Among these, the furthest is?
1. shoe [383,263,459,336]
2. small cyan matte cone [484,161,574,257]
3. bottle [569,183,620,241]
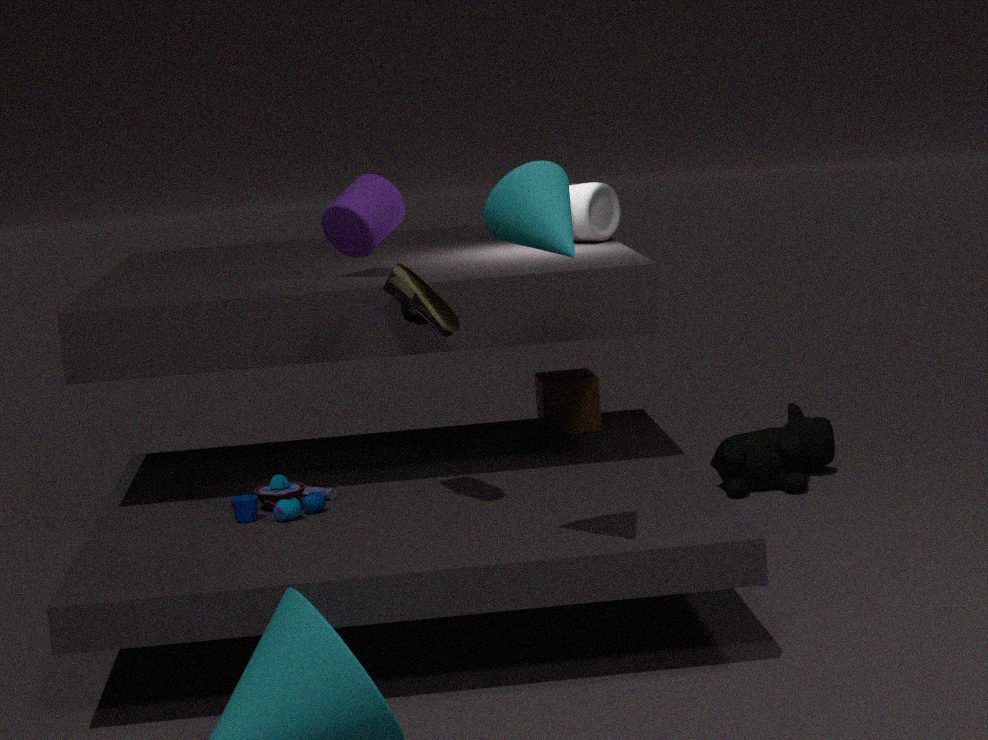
bottle [569,183,620,241]
